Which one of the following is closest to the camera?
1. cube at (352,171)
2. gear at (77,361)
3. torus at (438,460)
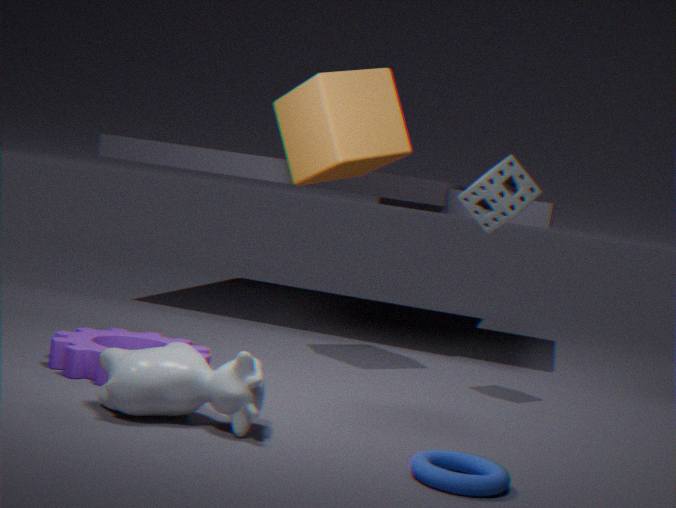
torus at (438,460)
